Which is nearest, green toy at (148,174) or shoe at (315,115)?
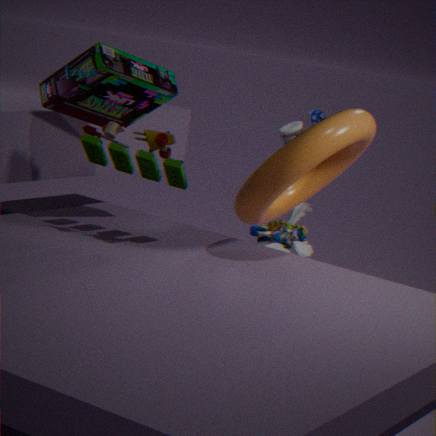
green toy at (148,174)
